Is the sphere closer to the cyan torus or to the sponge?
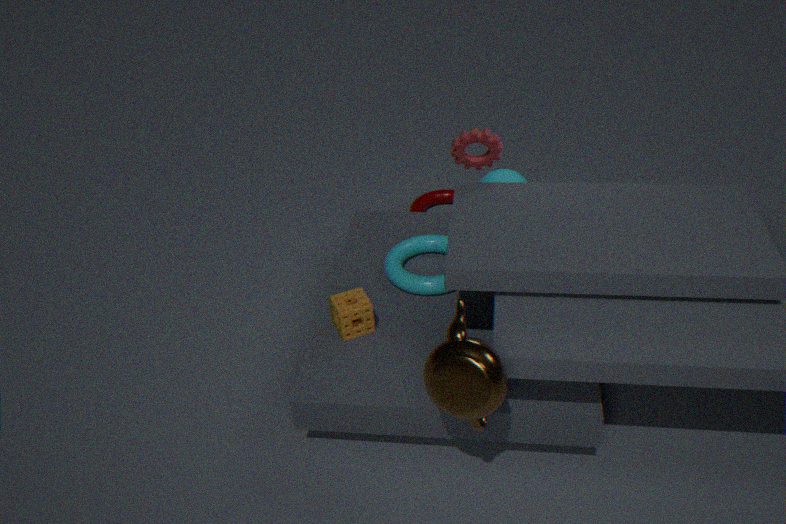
the cyan torus
